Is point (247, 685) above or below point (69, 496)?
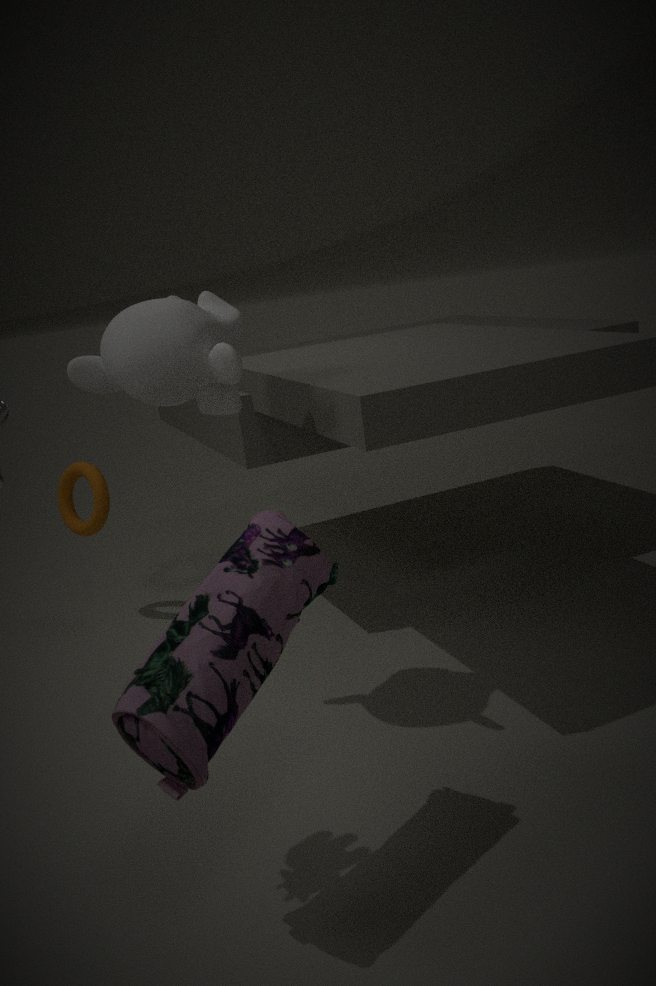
above
